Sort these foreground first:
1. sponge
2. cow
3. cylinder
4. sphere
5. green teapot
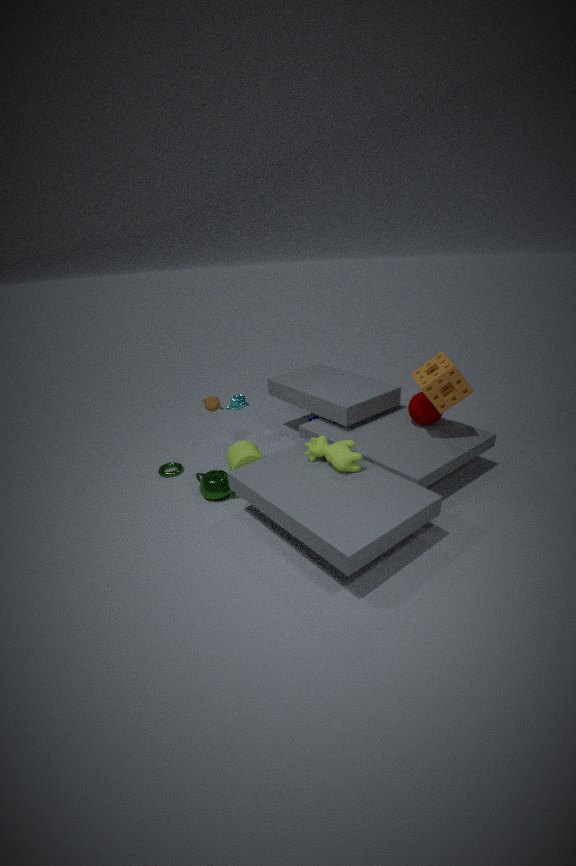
cow, sponge, green teapot, cylinder, sphere
